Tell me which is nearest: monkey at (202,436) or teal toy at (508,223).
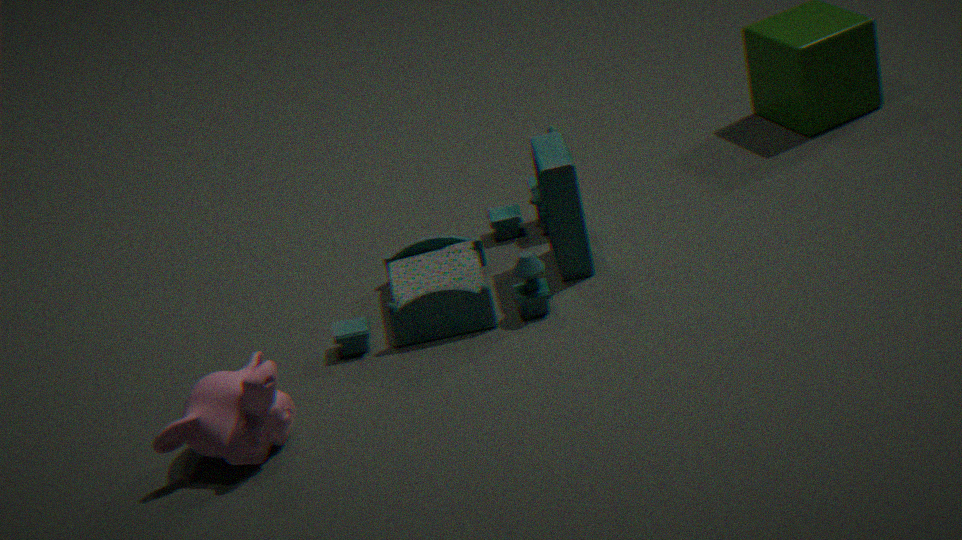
monkey at (202,436)
